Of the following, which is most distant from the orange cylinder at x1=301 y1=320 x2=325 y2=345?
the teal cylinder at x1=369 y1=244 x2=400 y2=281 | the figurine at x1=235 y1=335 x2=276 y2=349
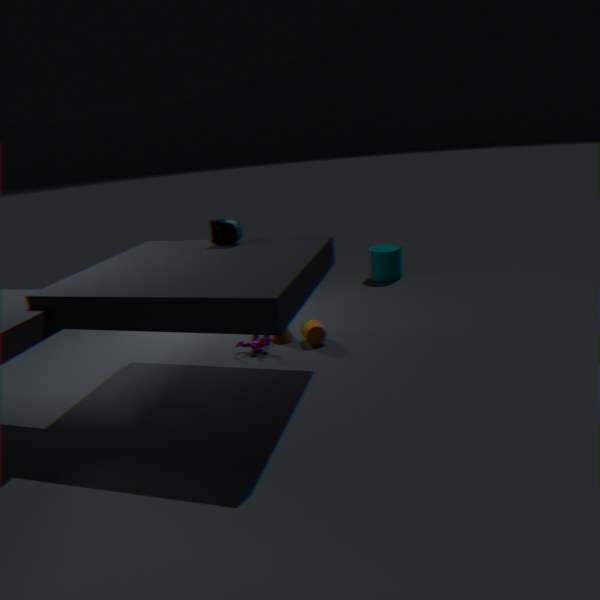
the teal cylinder at x1=369 y1=244 x2=400 y2=281
